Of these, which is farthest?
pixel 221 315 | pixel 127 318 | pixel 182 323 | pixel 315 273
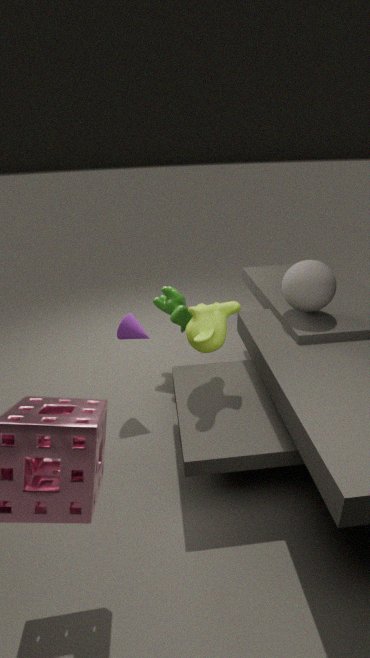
pixel 182 323
